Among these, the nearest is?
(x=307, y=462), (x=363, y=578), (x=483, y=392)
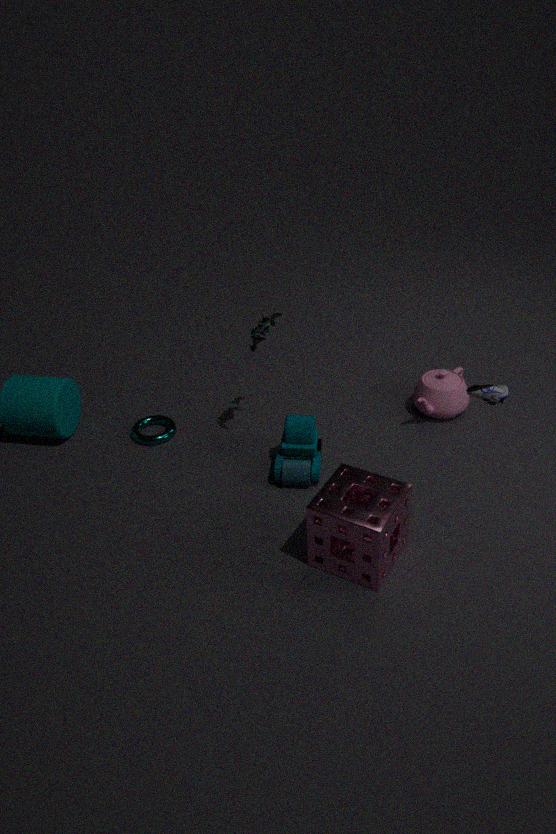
(x=483, y=392)
